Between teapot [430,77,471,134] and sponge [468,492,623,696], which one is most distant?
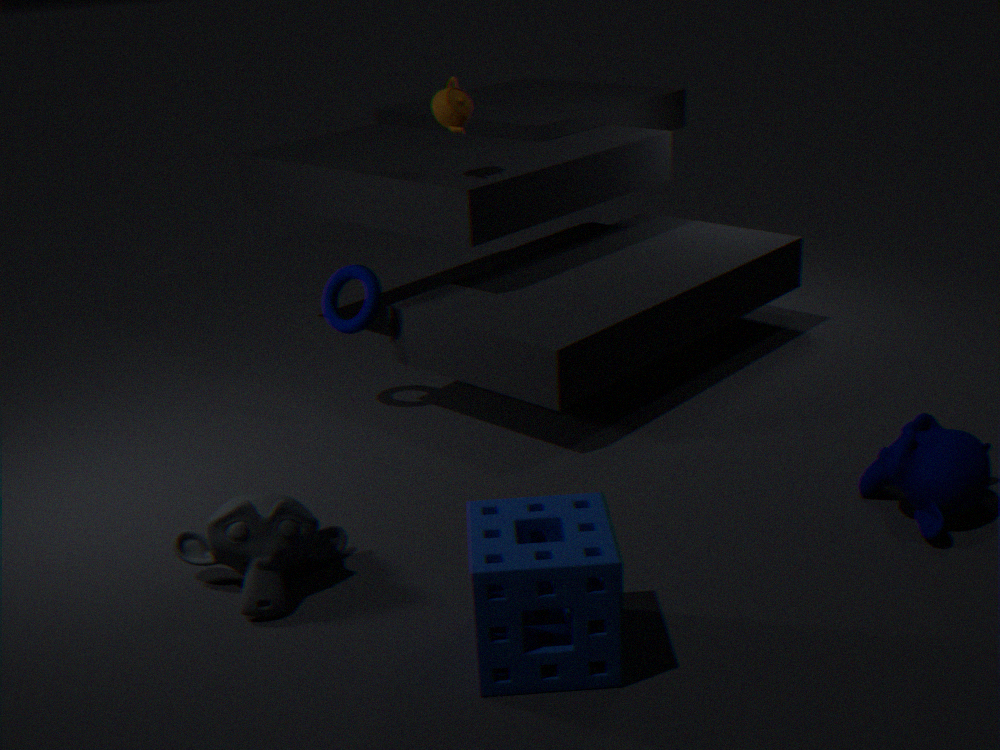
teapot [430,77,471,134]
